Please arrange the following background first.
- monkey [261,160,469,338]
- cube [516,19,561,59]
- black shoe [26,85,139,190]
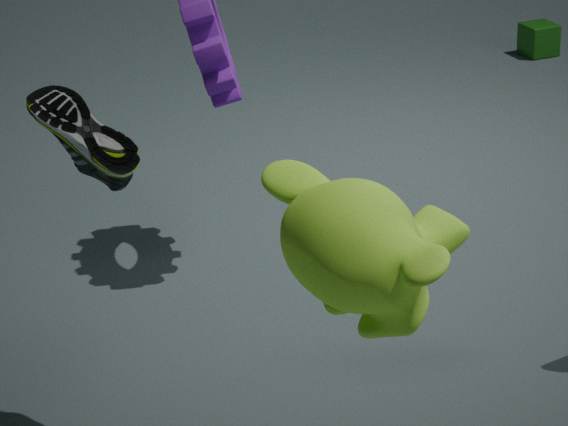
cube [516,19,561,59]
black shoe [26,85,139,190]
monkey [261,160,469,338]
